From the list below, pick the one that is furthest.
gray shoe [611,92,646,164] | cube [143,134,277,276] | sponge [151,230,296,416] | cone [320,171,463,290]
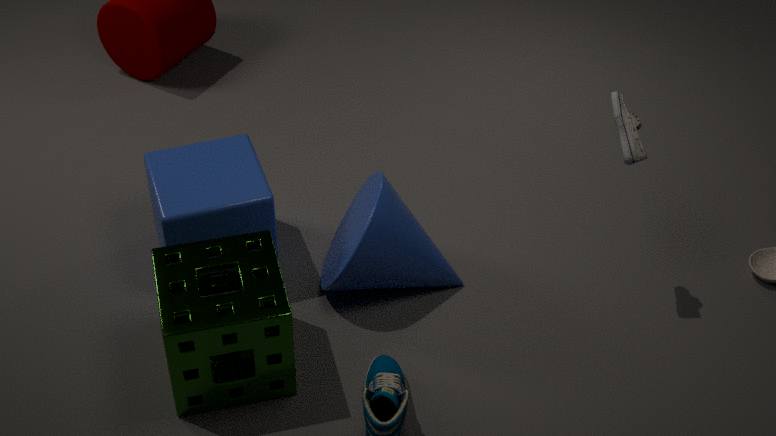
cube [143,134,277,276]
